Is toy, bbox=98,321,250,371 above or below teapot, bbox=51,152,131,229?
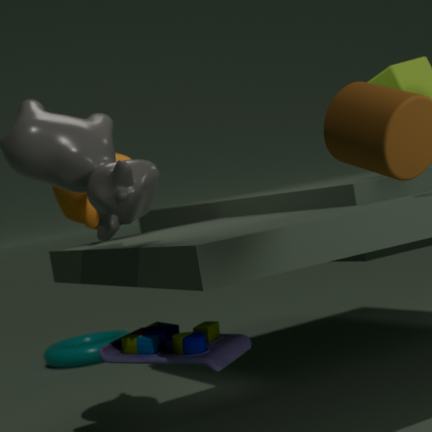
below
